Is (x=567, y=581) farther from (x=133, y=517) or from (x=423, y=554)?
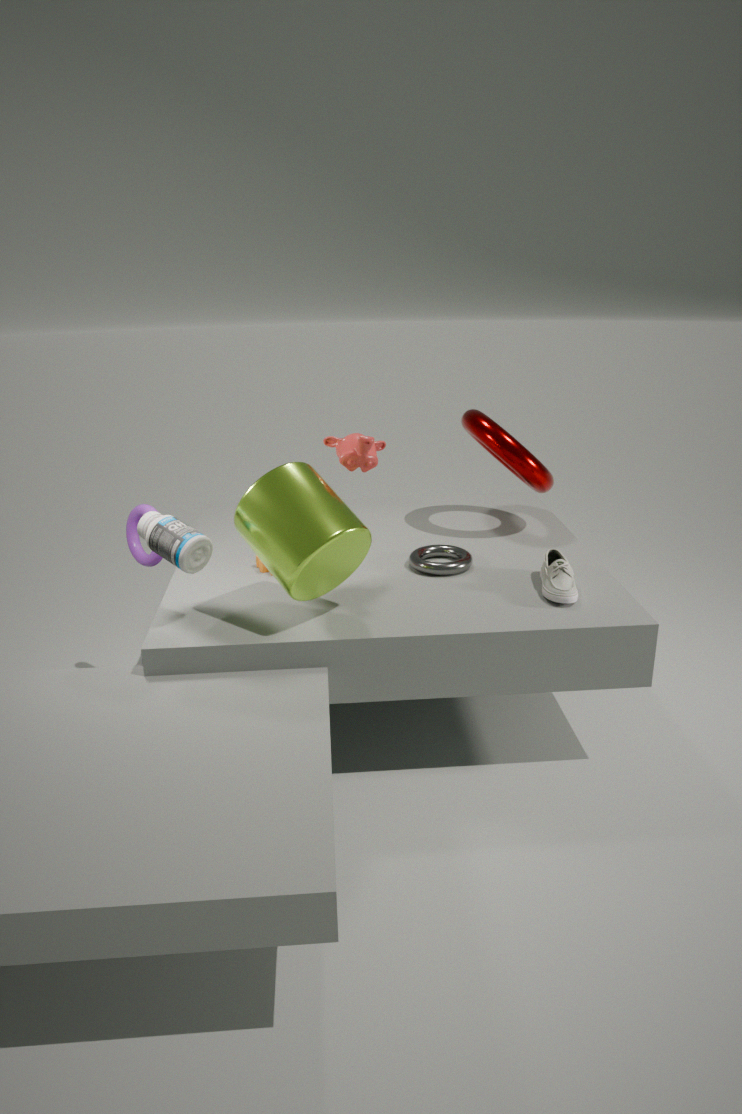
(x=133, y=517)
